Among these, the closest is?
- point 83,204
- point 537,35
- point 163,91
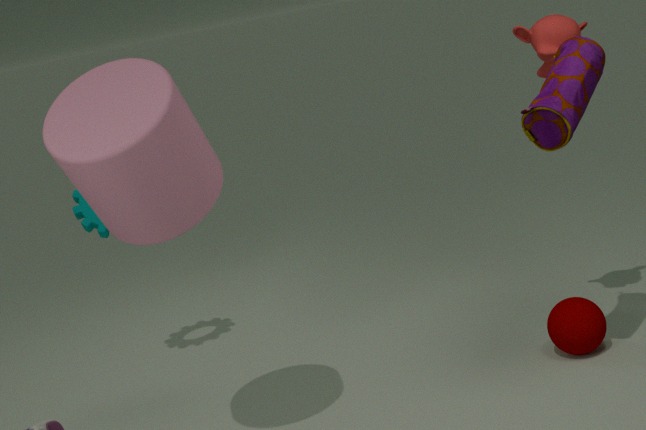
point 163,91
